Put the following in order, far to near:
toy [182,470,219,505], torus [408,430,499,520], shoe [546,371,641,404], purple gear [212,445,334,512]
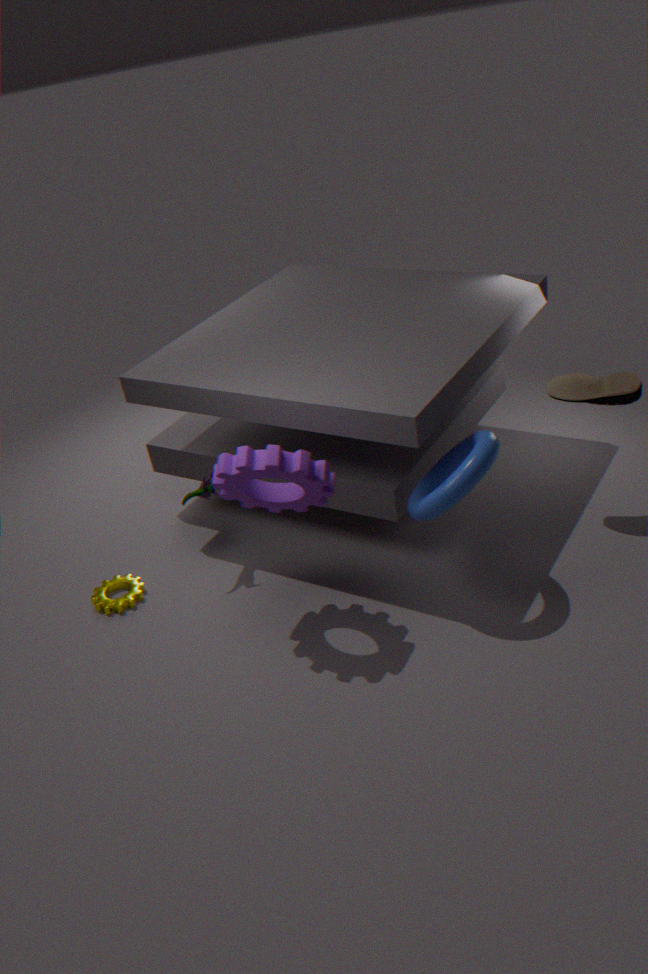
1. toy [182,470,219,505]
2. shoe [546,371,641,404]
3. torus [408,430,499,520]
4. purple gear [212,445,334,512]
